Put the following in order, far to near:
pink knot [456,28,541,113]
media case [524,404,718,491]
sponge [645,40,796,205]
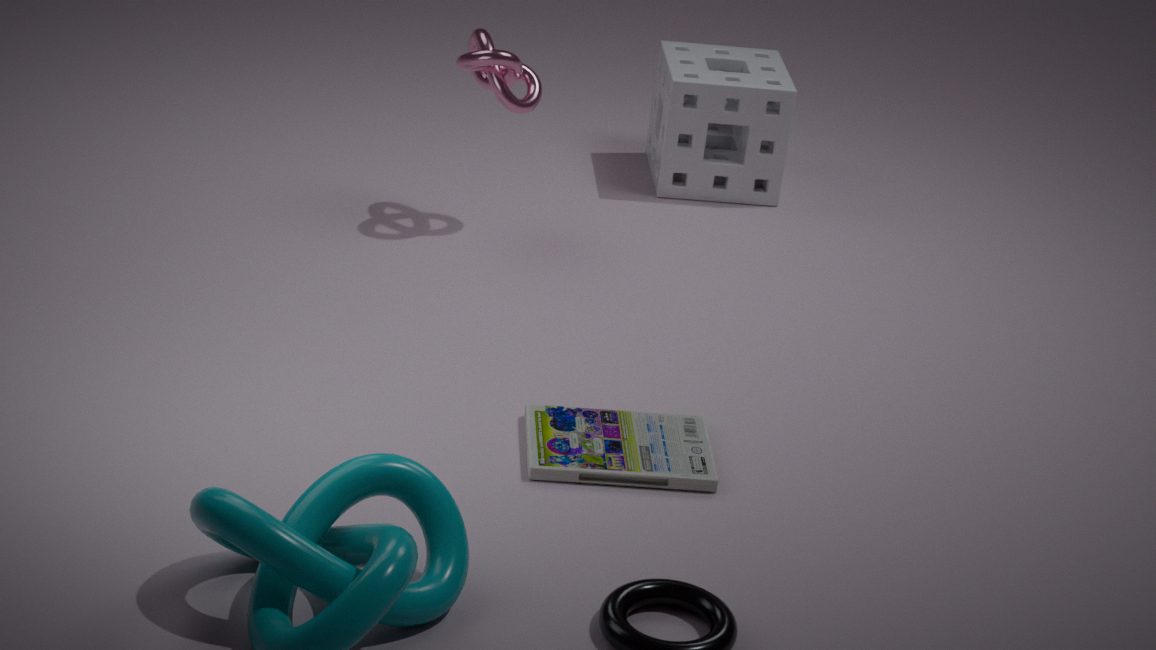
sponge [645,40,796,205], pink knot [456,28,541,113], media case [524,404,718,491]
